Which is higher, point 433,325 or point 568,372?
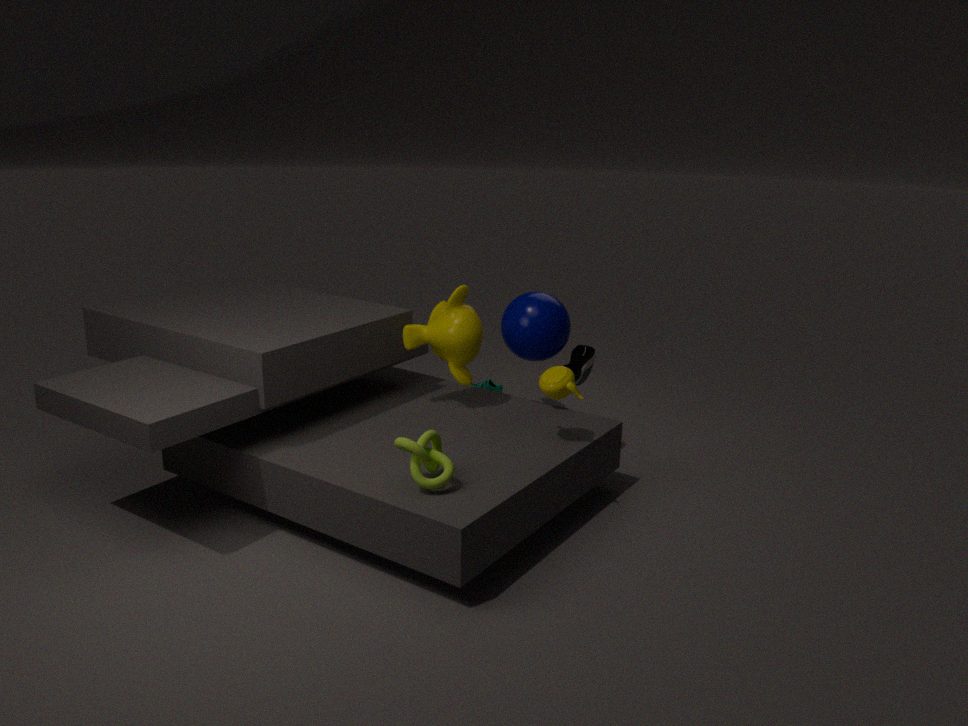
point 433,325
